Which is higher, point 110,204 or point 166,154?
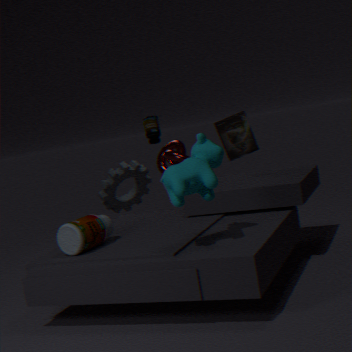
point 166,154
